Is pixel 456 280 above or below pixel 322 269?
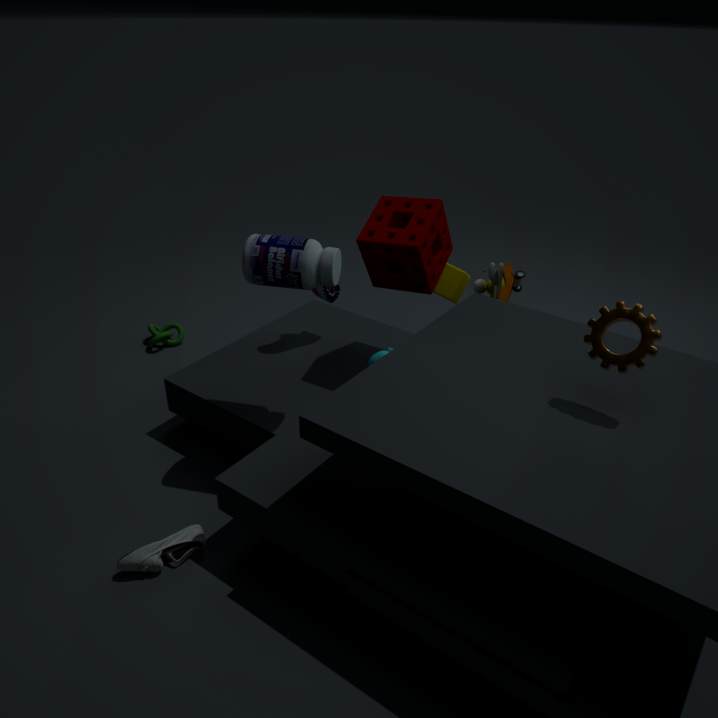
below
